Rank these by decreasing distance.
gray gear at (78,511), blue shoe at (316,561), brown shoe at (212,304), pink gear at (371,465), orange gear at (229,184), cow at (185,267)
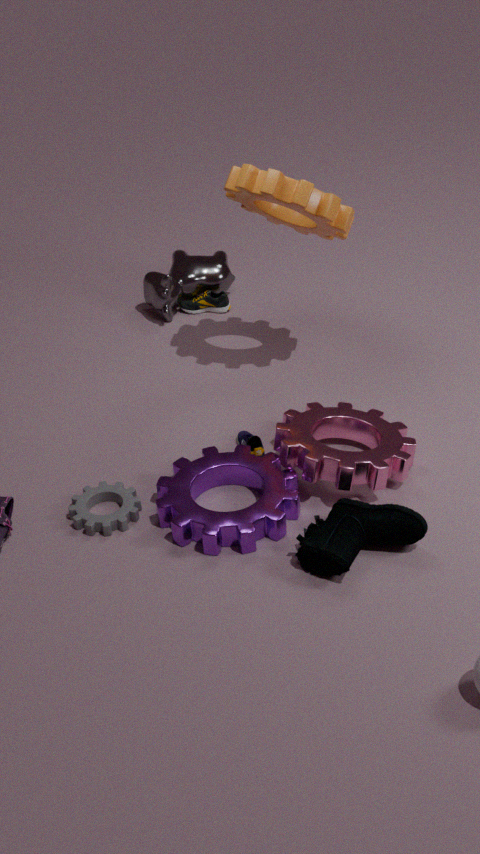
brown shoe at (212,304), cow at (185,267), orange gear at (229,184), gray gear at (78,511), pink gear at (371,465), blue shoe at (316,561)
